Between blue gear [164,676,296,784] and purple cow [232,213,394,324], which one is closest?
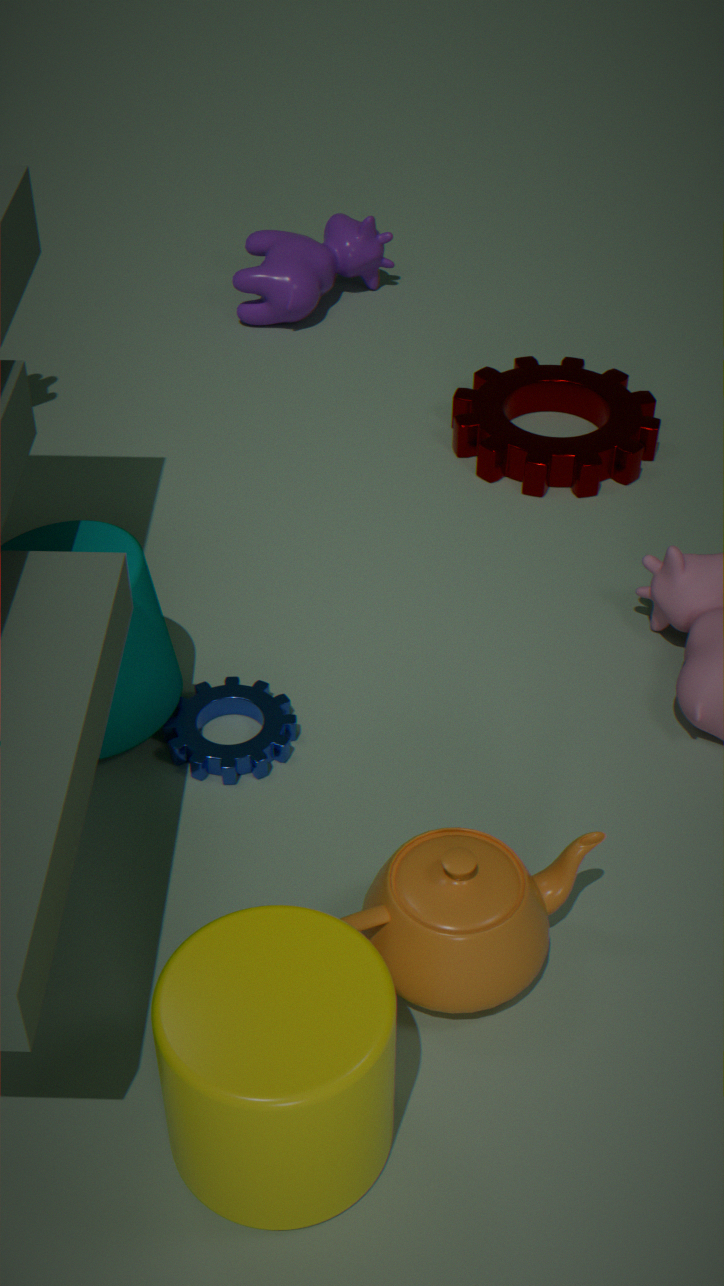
blue gear [164,676,296,784]
